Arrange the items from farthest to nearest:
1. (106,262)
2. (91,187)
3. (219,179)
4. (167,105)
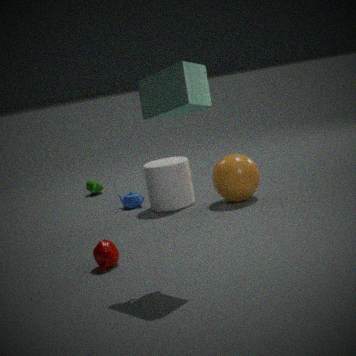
(91,187), (219,179), (106,262), (167,105)
